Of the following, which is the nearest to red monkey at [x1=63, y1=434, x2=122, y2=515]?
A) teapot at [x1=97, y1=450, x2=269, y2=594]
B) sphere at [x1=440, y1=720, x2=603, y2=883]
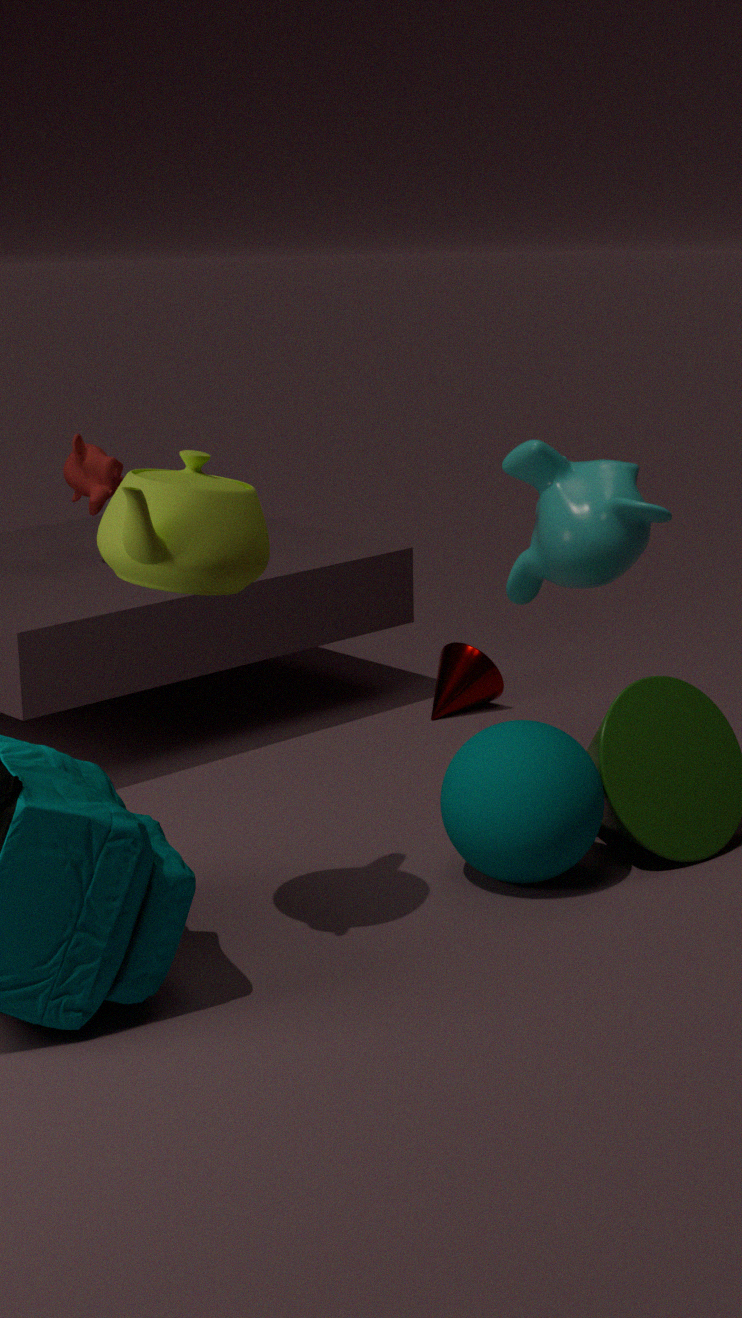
teapot at [x1=97, y1=450, x2=269, y2=594]
